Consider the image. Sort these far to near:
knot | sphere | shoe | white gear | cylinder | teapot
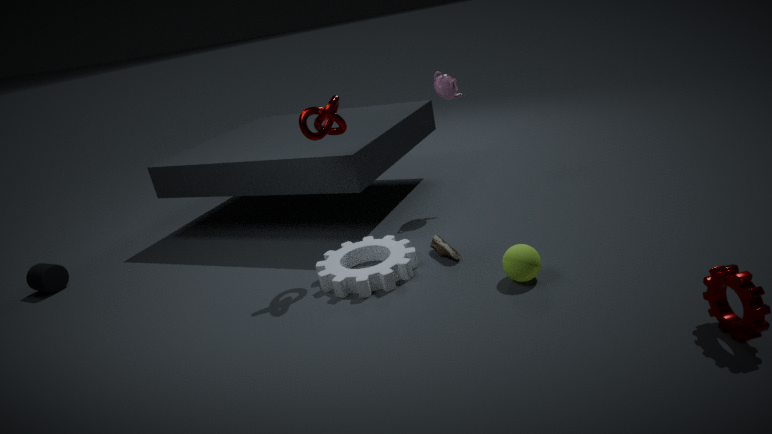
teapot, cylinder, shoe, knot, white gear, sphere
